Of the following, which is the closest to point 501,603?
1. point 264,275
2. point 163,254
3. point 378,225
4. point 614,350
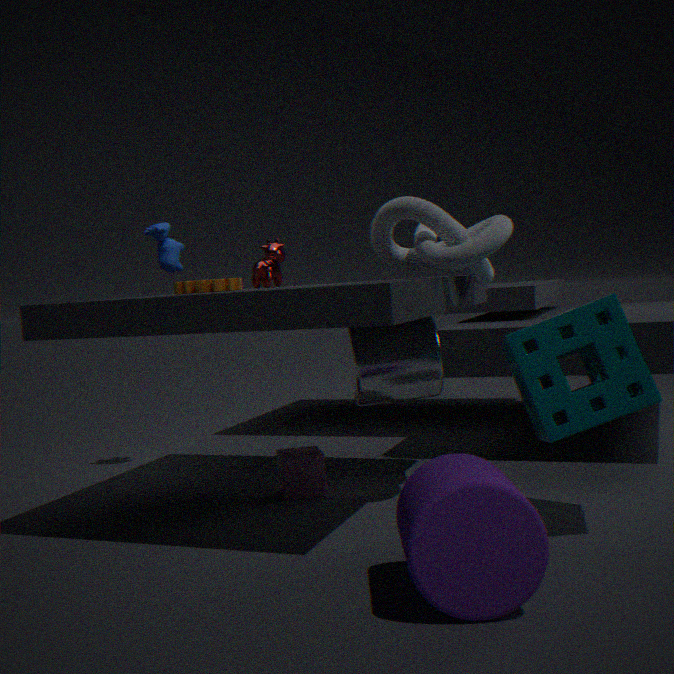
point 614,350
